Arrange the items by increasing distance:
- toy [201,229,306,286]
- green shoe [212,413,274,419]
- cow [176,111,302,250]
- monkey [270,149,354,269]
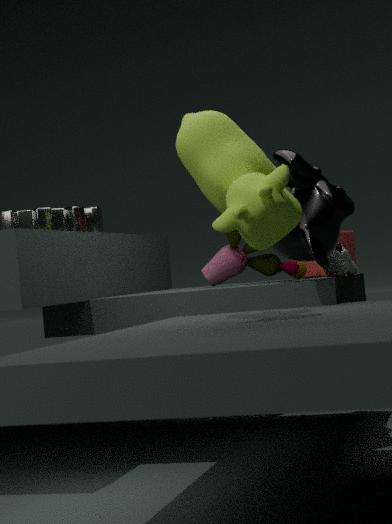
green shoe [212,413,274,419]
cow [176,111,302,250]
monkey [270,149,354,269]
toy [201,229,306,286]
